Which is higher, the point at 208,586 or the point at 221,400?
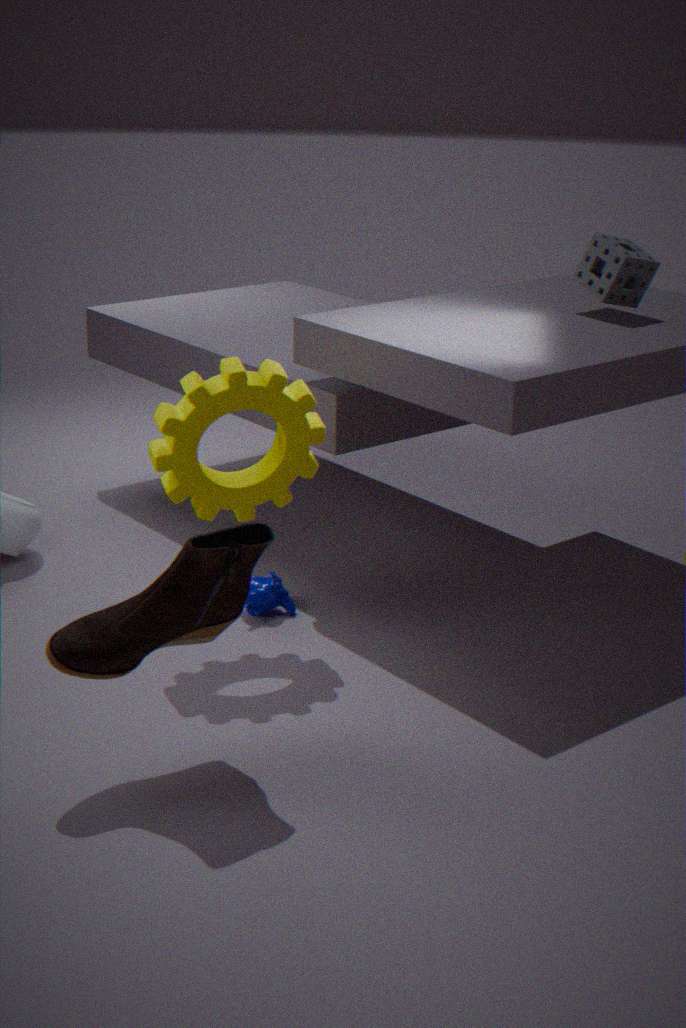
the point at 221,400
